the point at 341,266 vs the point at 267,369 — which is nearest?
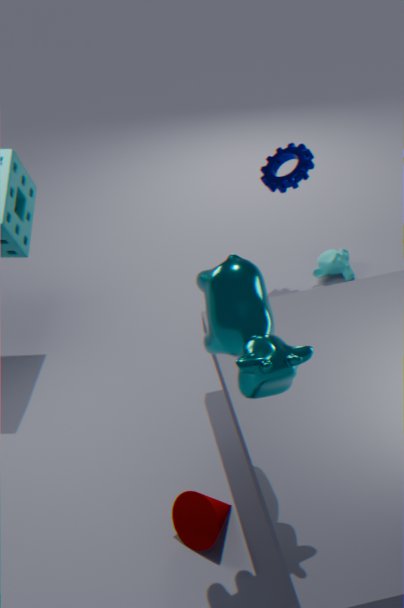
the point at 267,369
